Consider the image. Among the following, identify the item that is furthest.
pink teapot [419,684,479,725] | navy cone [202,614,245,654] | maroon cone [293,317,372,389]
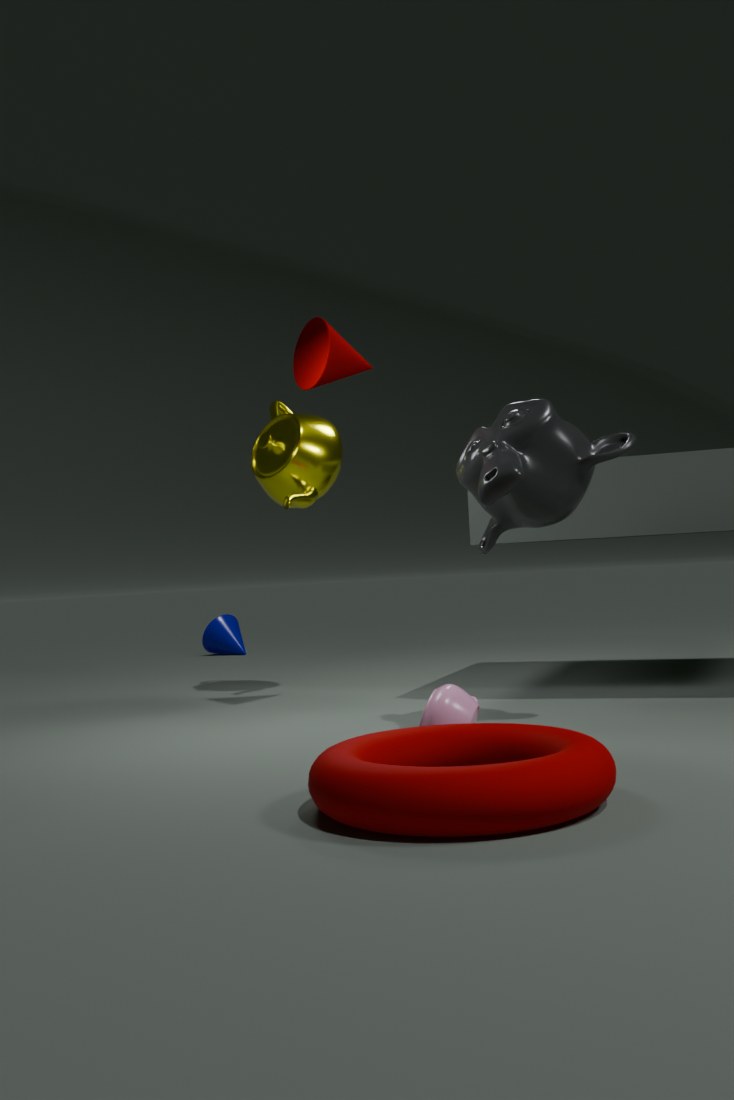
navy cone [202,614,245,654]
